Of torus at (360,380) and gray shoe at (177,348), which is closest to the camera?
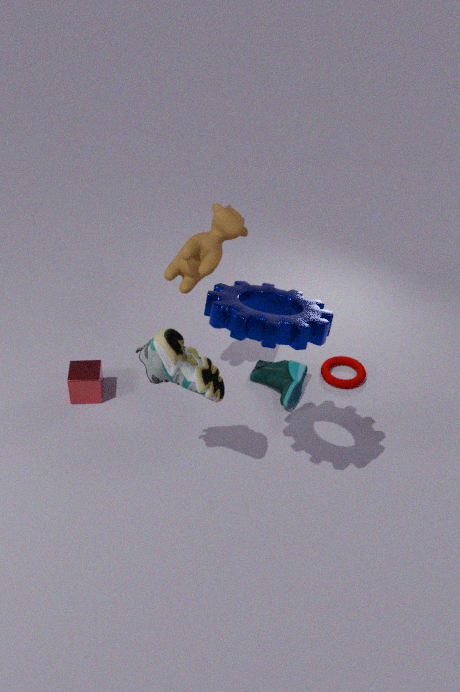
gray shoe at (177,348)
